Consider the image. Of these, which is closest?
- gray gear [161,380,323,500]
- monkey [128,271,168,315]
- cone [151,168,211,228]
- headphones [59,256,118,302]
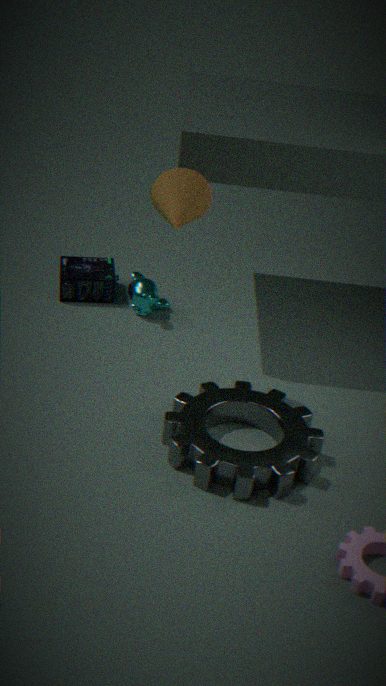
gray gear [161,380,323,500]
